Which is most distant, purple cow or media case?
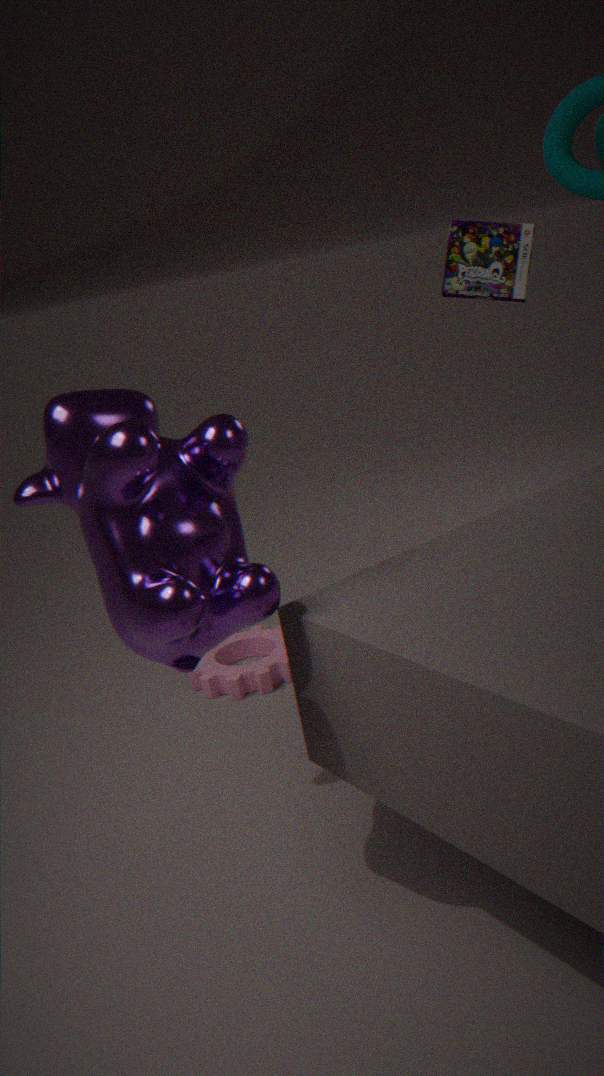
media case
